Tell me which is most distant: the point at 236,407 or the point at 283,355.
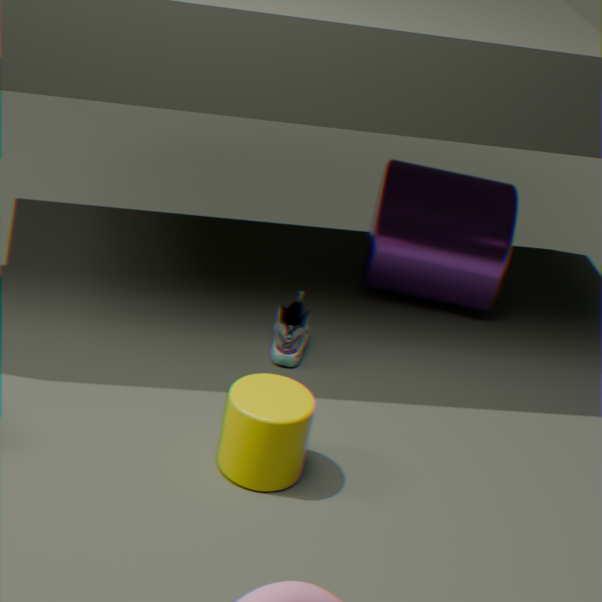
the point at 283,355
